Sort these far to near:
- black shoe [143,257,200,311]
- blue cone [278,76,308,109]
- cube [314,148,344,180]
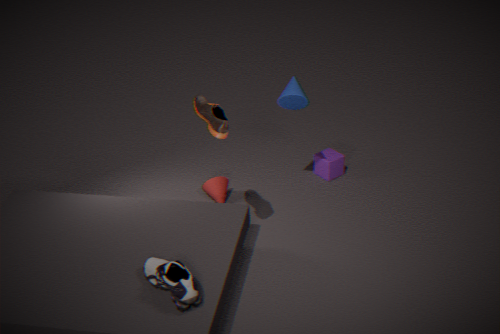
1. cube [314,148,344,180]
2. blue cone [278,76,308,109]
3. black shoe [143,257,200,311]
